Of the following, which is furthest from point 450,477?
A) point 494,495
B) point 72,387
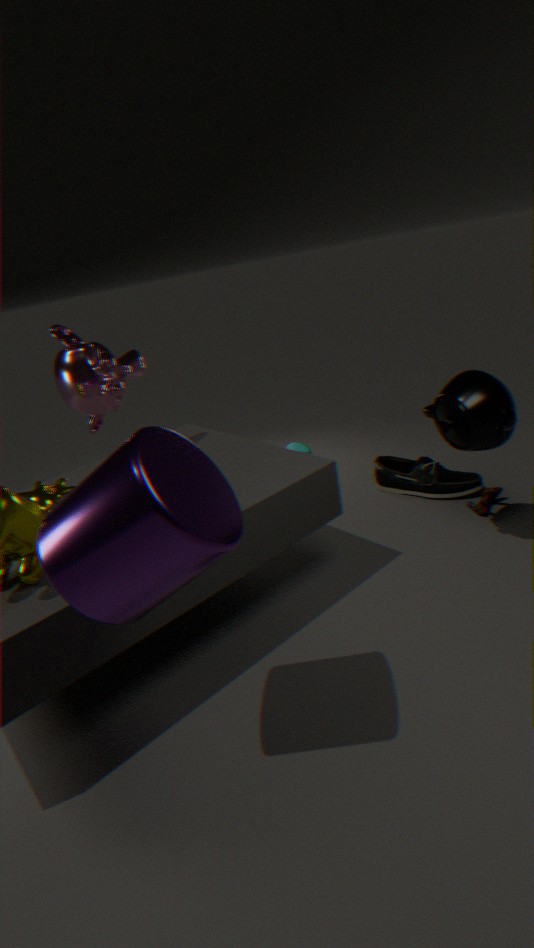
point 72,387
